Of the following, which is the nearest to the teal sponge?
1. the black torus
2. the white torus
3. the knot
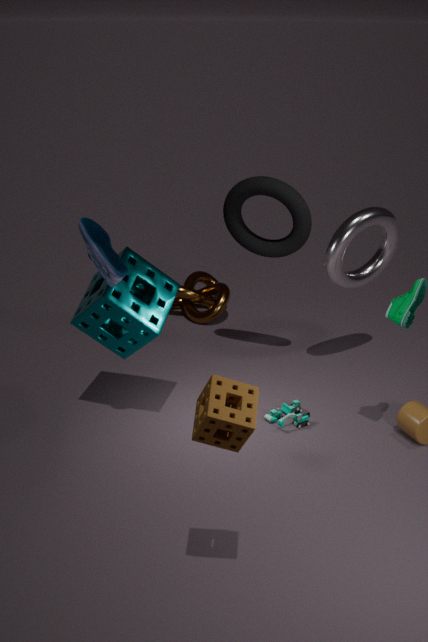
the black torus
